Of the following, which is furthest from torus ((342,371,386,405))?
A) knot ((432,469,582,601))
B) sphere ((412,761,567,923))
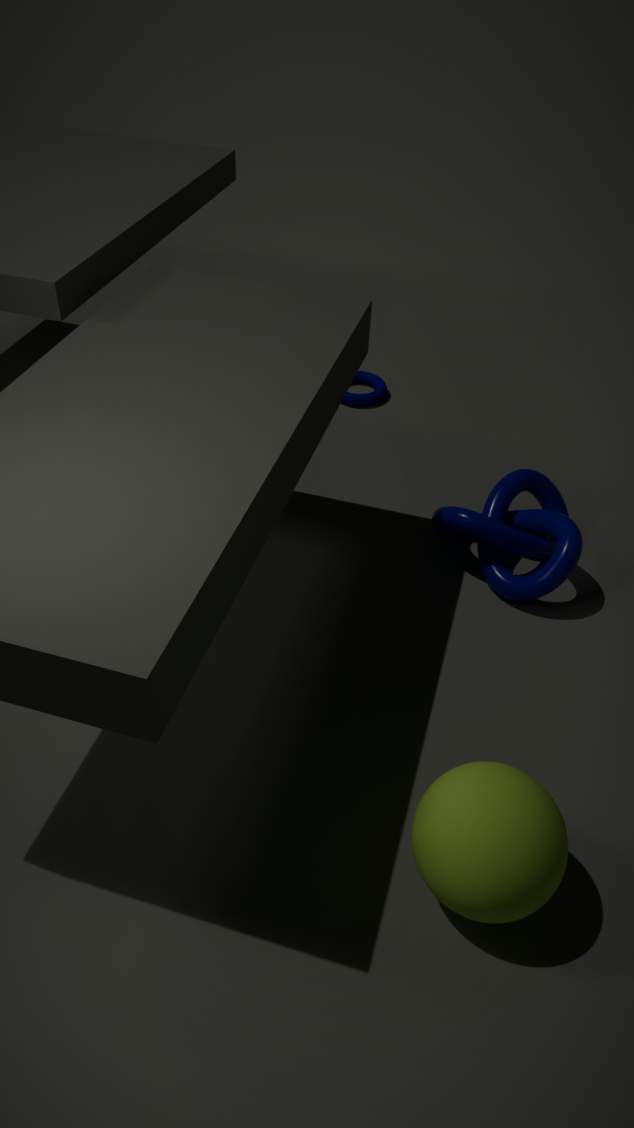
sphere ((412,761,567,923))
